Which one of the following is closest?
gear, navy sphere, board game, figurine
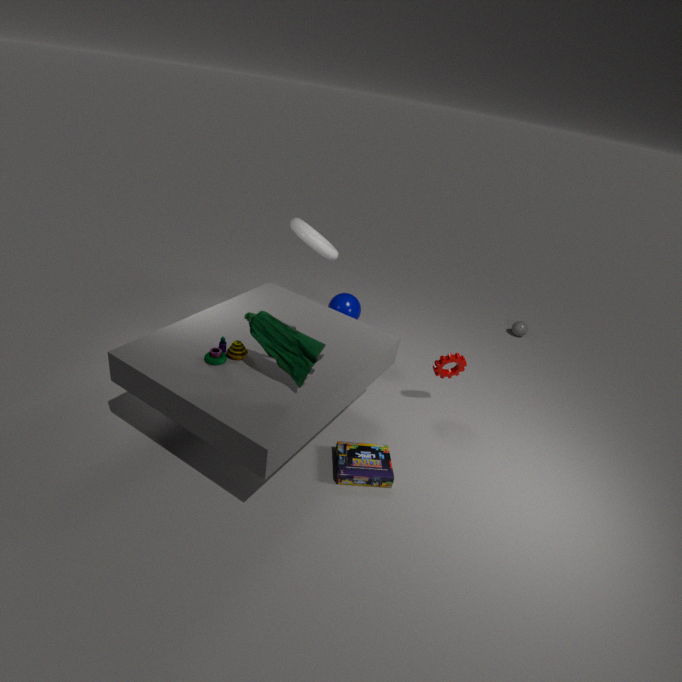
figurine
